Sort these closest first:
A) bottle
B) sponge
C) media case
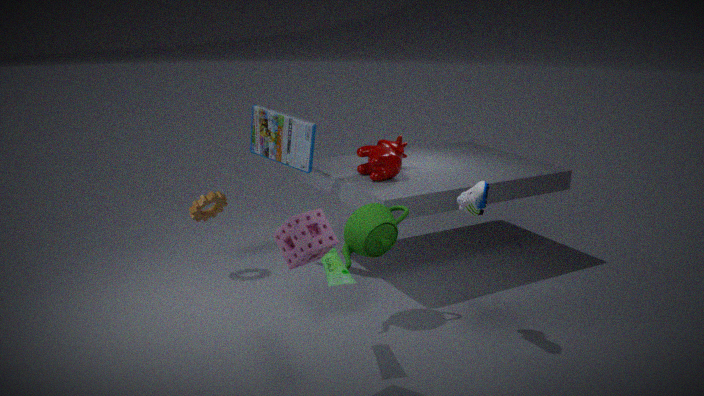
sponge < bottle < media case
